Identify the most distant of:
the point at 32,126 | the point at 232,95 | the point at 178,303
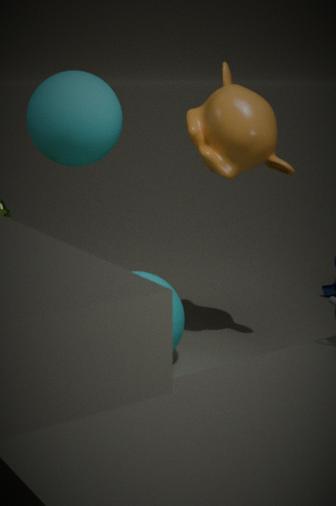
the point at 32,126
